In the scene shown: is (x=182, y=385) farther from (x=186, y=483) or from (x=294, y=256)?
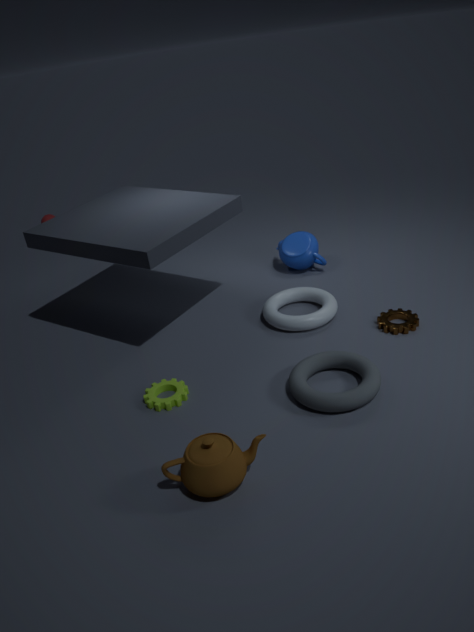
(x=294, y=256)
